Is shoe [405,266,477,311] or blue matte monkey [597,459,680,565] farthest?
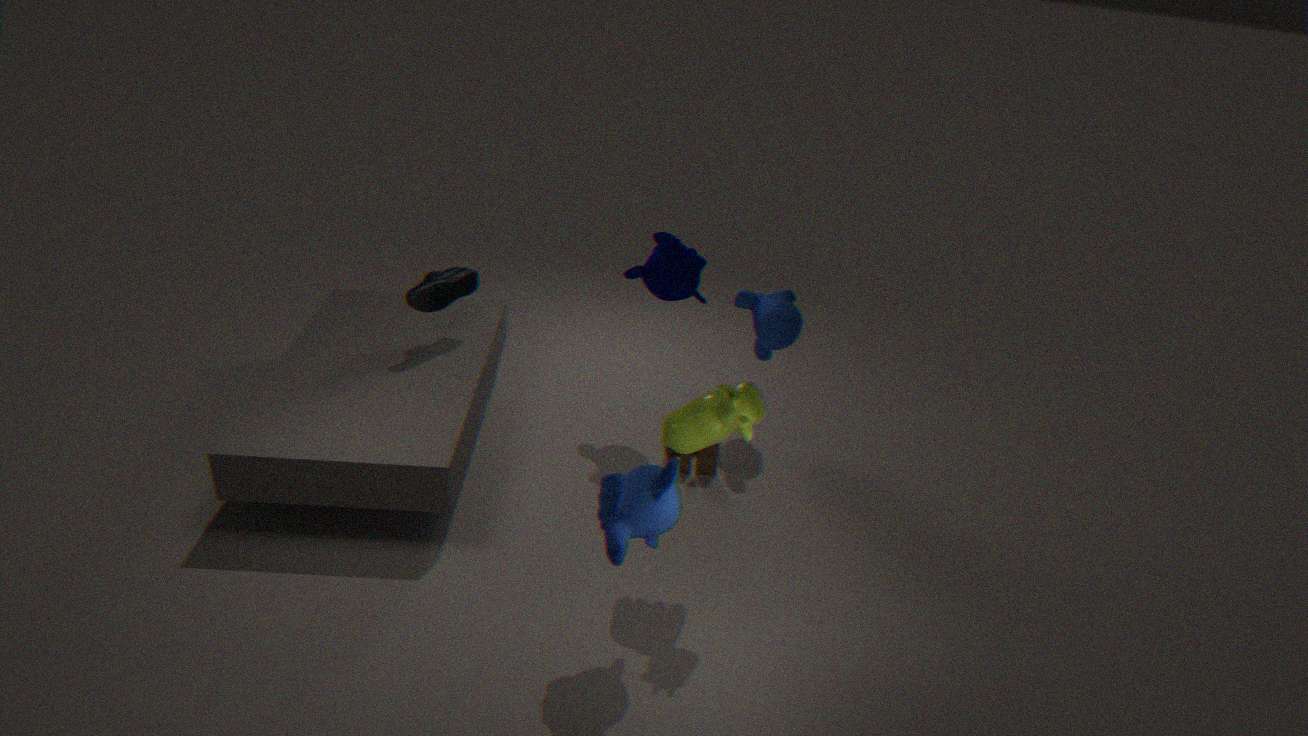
shoe [405,266,477,311]
